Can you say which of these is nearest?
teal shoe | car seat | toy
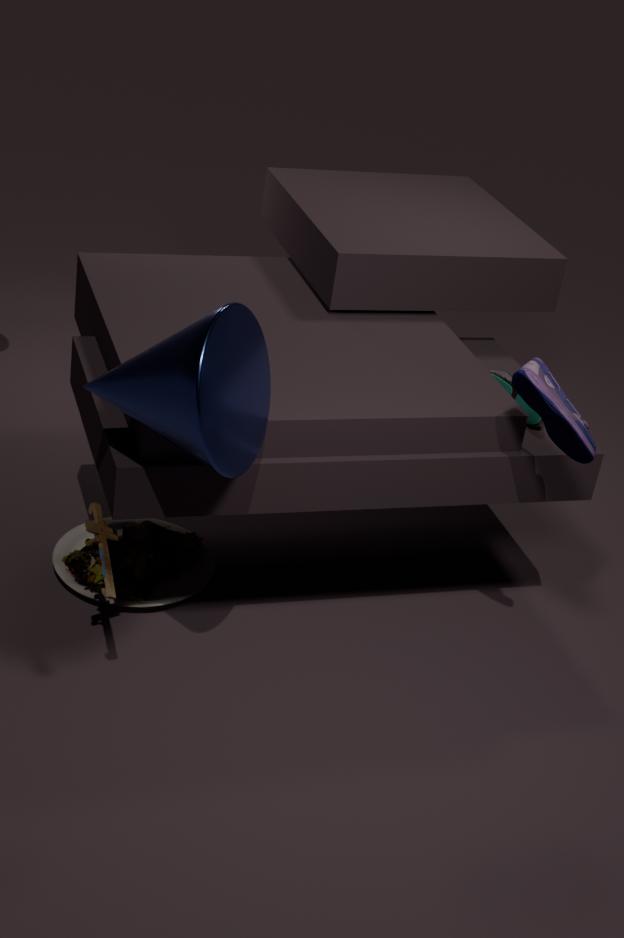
toy
